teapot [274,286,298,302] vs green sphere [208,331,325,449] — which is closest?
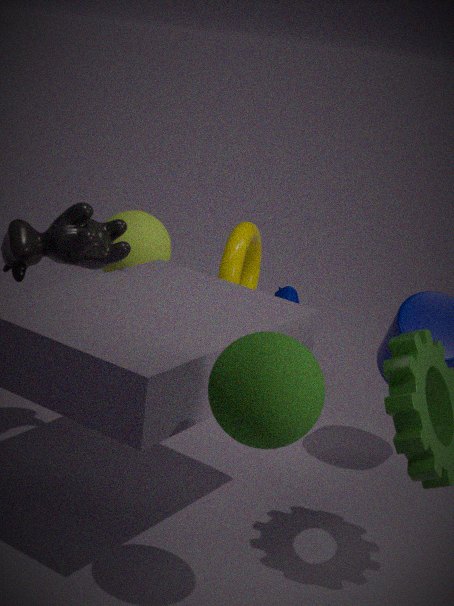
green sphere [208,331,325,449]
